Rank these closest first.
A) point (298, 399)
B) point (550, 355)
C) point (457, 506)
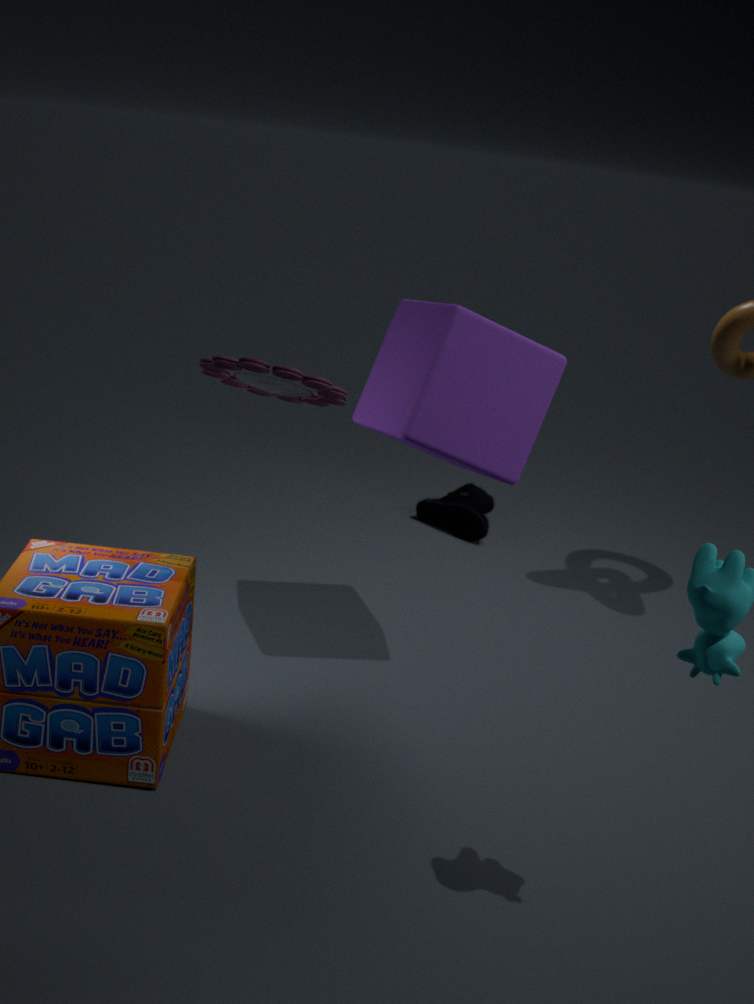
point (298, 399)
point (550, 355)
point (457, 506)
